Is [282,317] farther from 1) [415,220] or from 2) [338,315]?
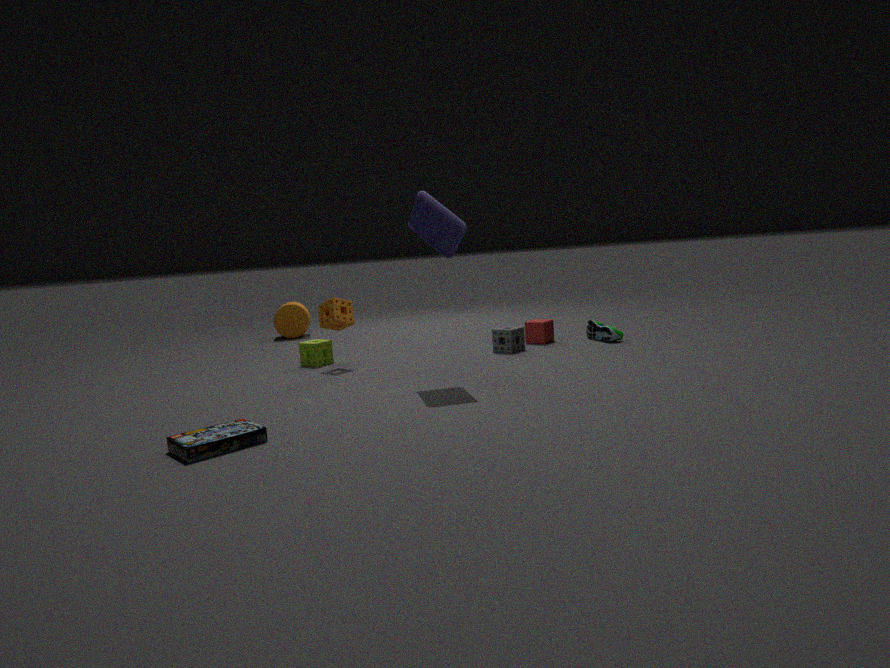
1) [415,220]
